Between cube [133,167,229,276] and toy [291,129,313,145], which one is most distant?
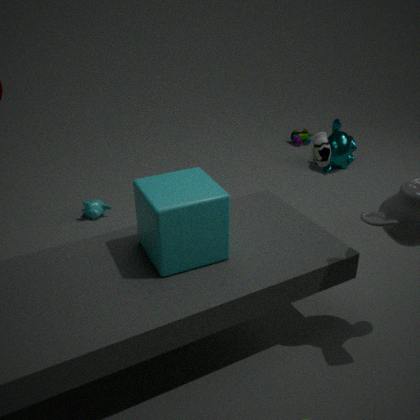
toy [291,129,313,145]
